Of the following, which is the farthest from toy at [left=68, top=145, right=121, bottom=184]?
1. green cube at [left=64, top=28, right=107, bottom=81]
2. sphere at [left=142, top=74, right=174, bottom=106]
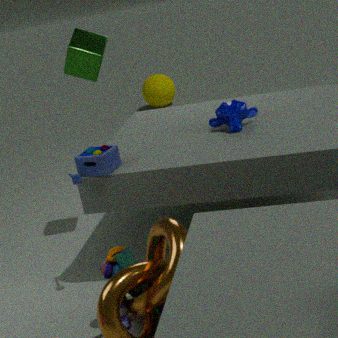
sphere at [left=142, top=74, right=174, bottom=106]
